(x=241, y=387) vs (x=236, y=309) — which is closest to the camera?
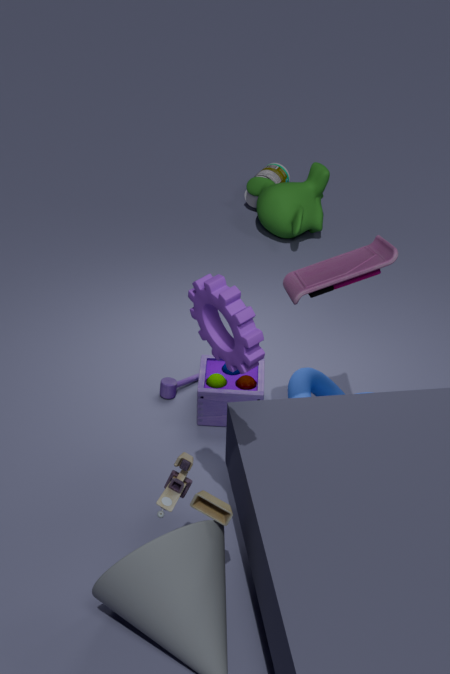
(x=236, y=309)
